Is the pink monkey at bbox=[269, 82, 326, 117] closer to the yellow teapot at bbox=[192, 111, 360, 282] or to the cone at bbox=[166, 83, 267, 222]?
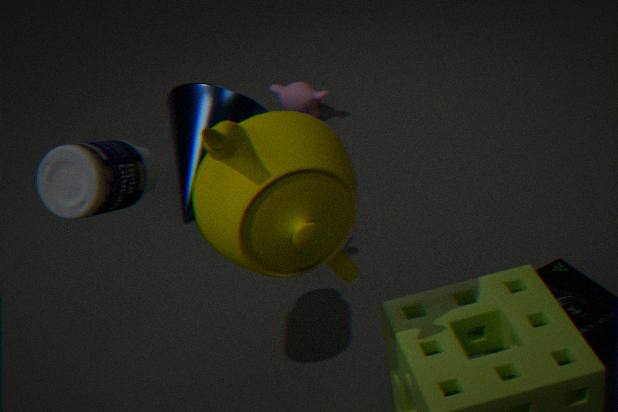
the cone at bbox=[166, 83, 267, 222]
